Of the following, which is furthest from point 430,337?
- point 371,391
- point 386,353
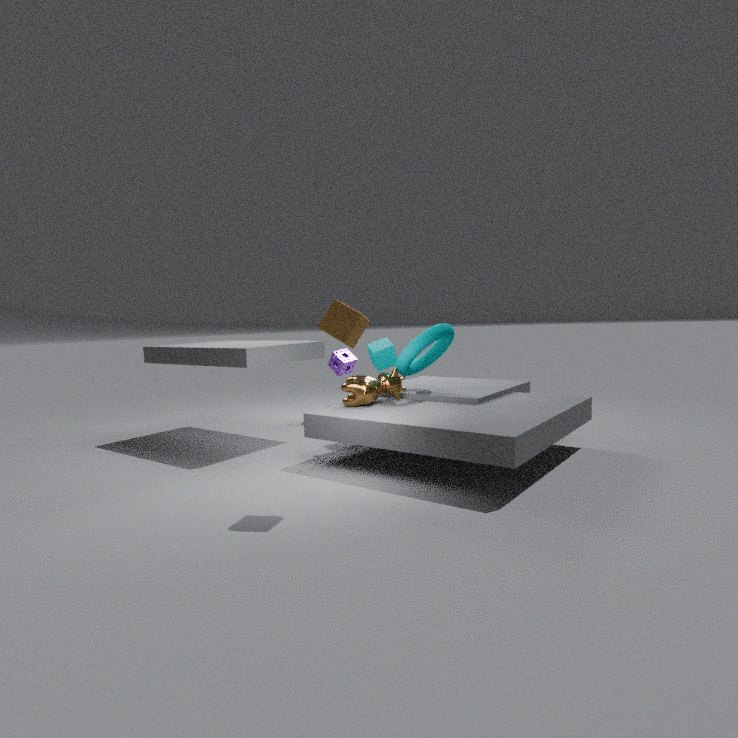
point 371,391
